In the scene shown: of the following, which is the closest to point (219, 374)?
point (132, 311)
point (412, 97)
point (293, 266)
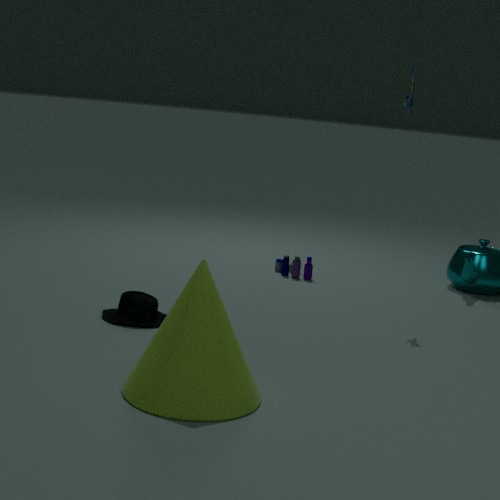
point (132, 311)
